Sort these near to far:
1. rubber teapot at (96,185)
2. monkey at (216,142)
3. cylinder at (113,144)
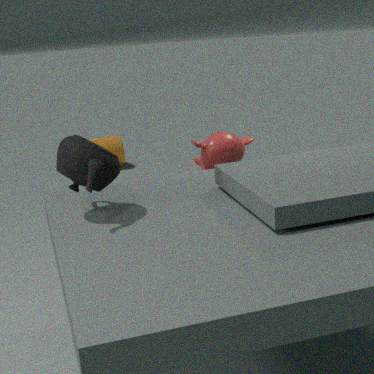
rubber teapot at (96,185) < monkey at (216,142) < cylinder at (113,144)
